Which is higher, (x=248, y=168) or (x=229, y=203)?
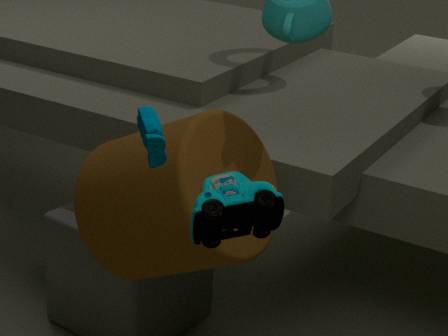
(x=229, y=203)
